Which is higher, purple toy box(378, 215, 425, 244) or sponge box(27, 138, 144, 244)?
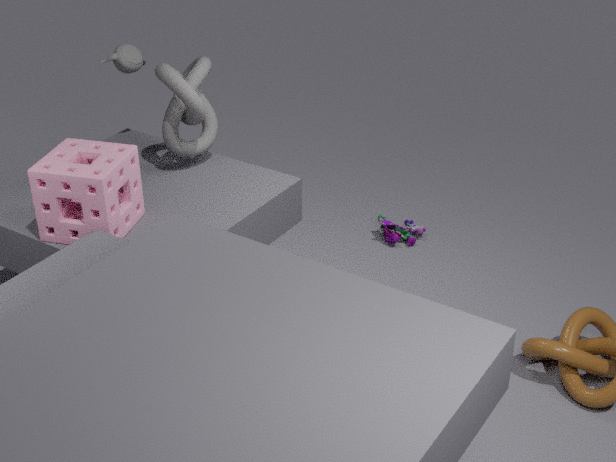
sponge box(27, 138, 144, 244)
